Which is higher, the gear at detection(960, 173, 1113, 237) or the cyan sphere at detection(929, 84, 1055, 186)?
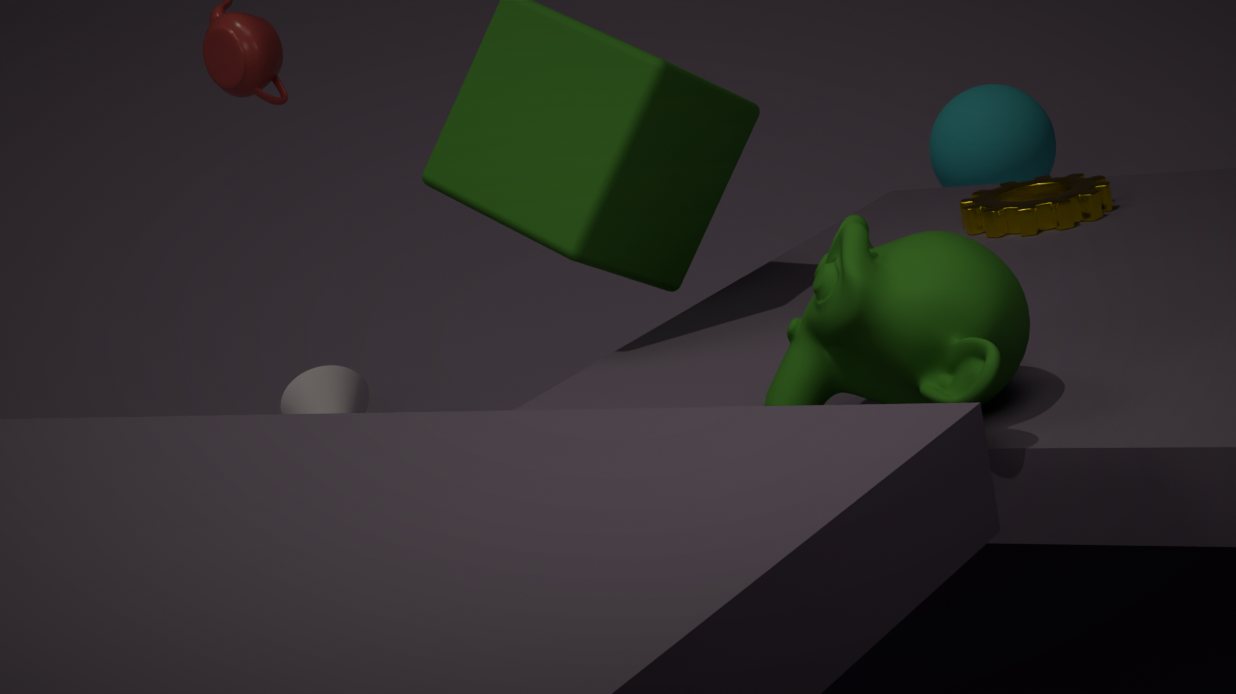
the gear at detection(960, 173, 1113, 237)
